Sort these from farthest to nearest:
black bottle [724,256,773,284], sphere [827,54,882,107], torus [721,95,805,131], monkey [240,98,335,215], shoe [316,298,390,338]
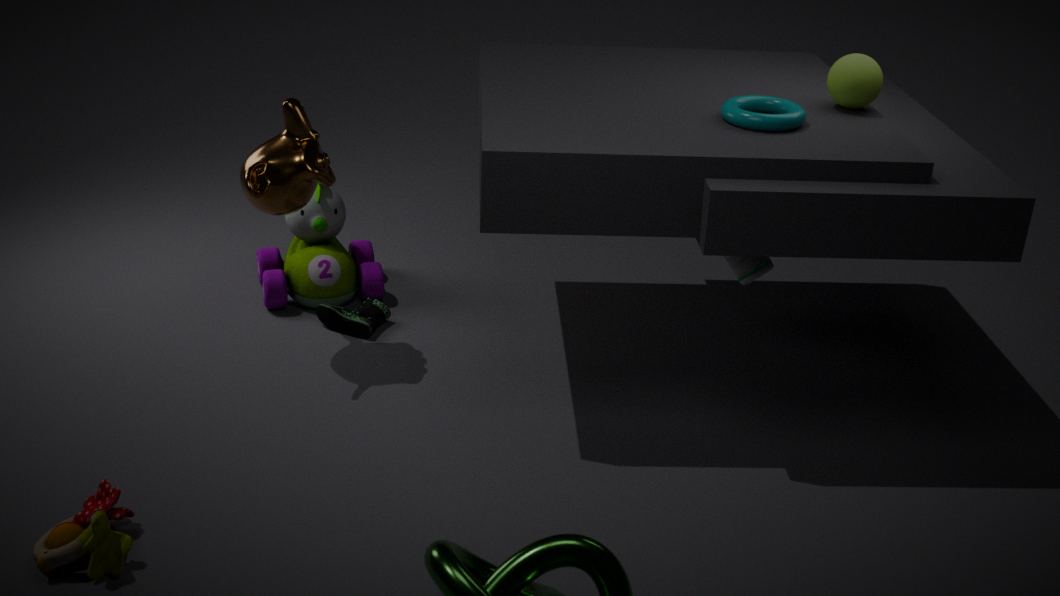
shoe [316,298,390,338]
black bottle [724,256,773,284]
monkey [240,98,335,215]
sphere [827,54,882,107]
torus [721,95,805,131]
